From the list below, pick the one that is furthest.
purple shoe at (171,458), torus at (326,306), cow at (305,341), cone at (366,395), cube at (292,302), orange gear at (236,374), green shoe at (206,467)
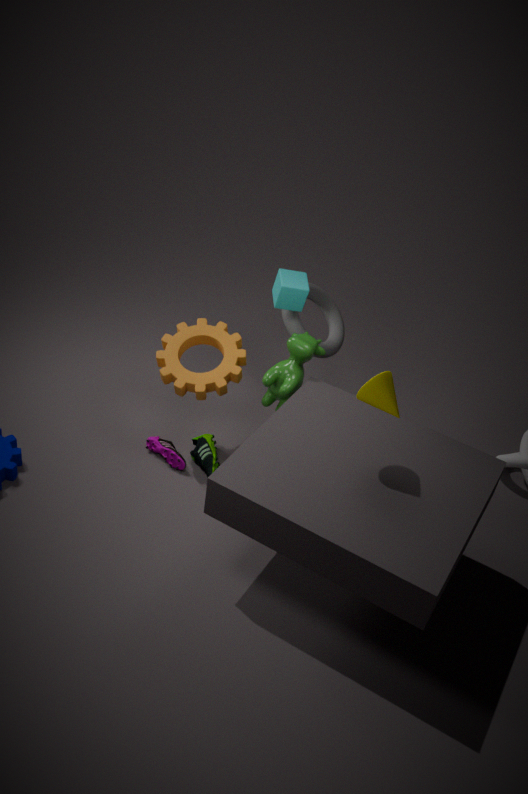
torus at (326,306)
